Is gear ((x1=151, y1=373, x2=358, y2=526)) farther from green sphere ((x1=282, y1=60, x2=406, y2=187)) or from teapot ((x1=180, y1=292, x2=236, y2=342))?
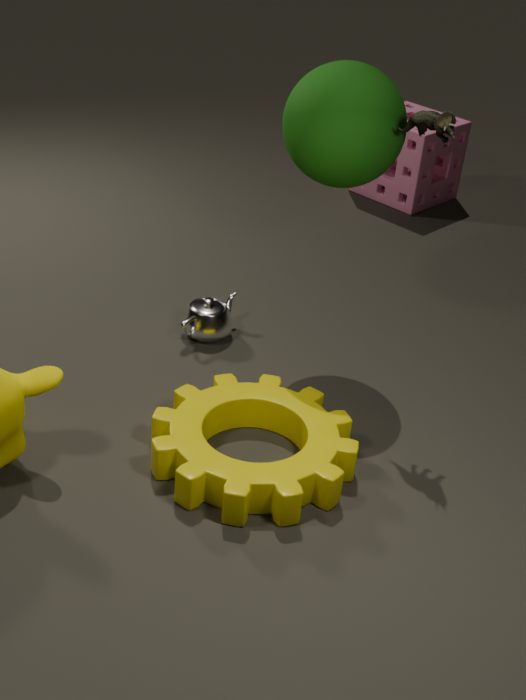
green sphere ((x1=282, y1=60, x2=406, y2=187))
